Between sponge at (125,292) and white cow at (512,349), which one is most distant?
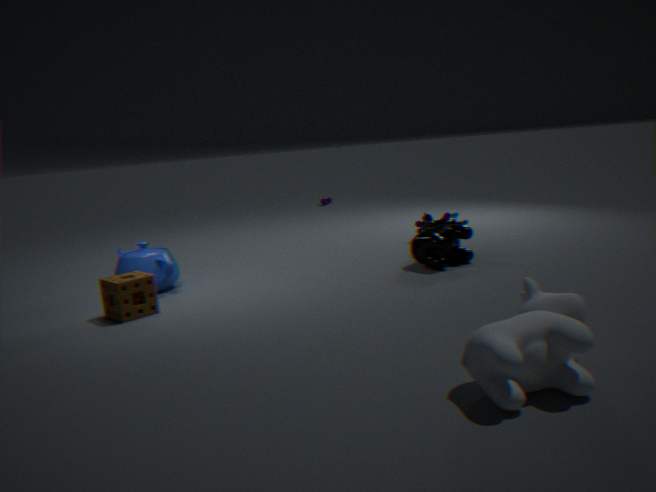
sponge at (125,292)
